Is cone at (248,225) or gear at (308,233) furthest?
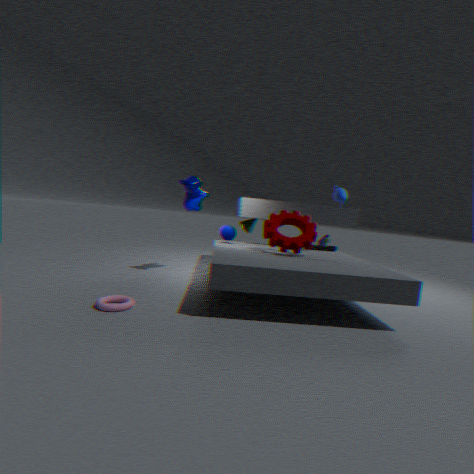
cone at (248,225)
